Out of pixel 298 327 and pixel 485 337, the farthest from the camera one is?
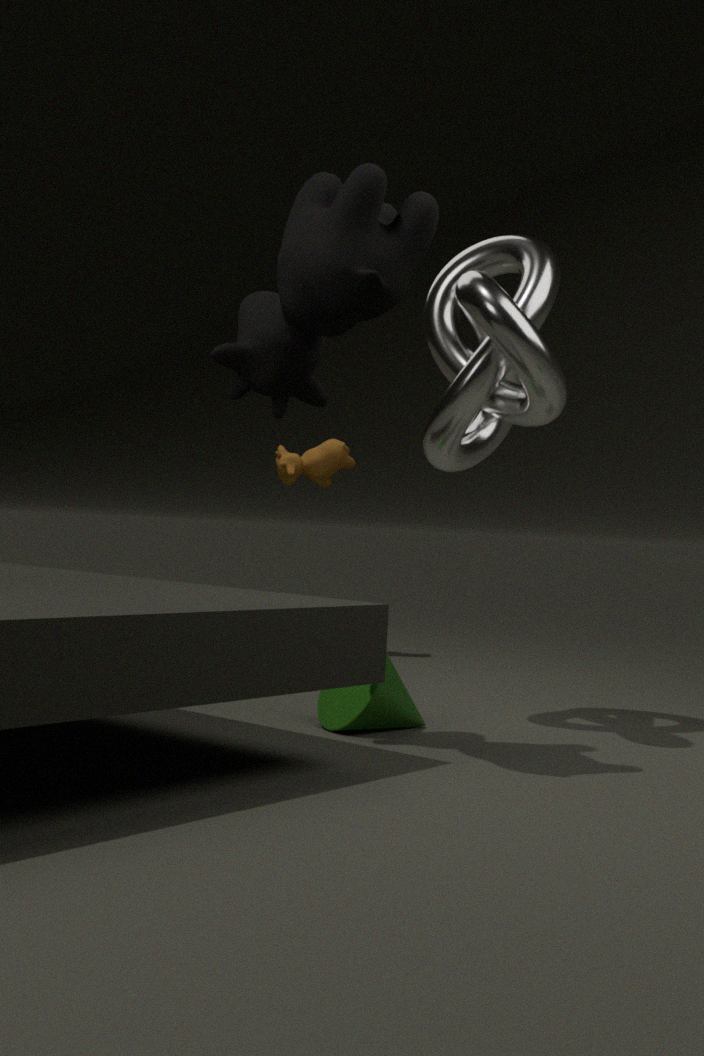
pixel 485 337
